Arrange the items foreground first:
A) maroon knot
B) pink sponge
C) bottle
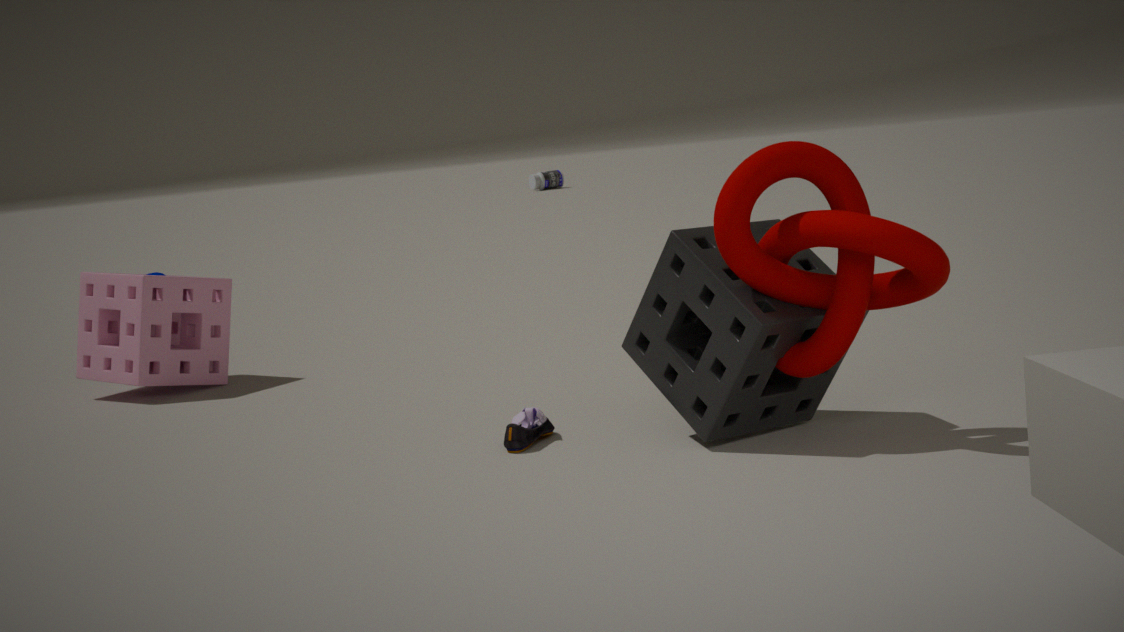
maroon knot < pink sponge < bottle
